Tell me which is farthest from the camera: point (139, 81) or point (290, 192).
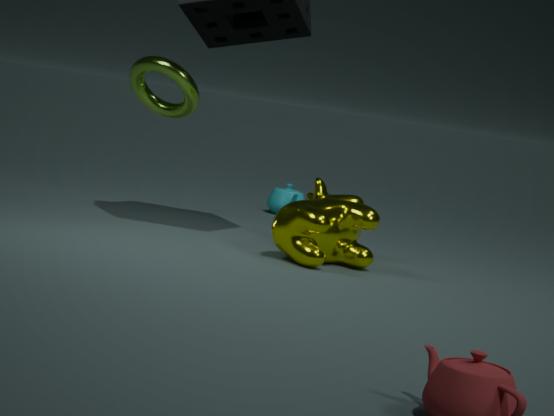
point (290, 192)
